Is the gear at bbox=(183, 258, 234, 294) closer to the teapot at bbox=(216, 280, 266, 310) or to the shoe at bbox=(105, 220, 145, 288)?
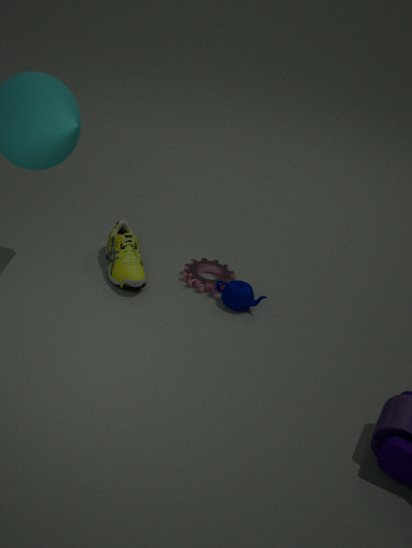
the teapot at bbox=(216, 280, 266, 310)
